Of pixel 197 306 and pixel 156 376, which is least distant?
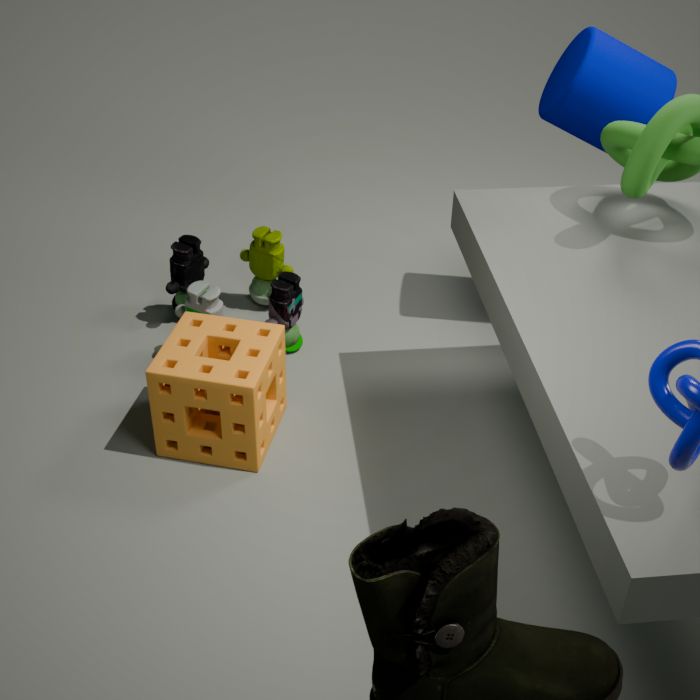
pixel 156 376
